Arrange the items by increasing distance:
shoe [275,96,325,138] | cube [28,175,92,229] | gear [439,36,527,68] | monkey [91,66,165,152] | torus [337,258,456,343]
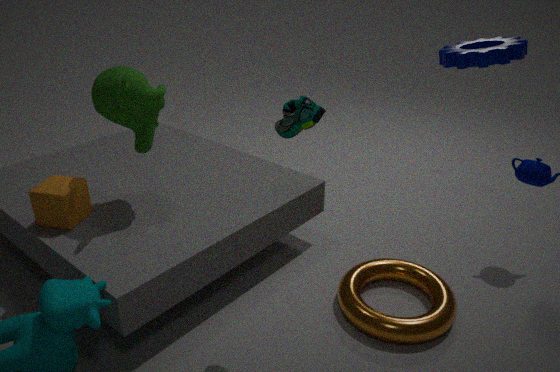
gear [439,36,527,68] < shoe [275,96,325,138] < torus [337,258,456,343] < monkey [91,66,165,152] < cube [28,175,92,229]
